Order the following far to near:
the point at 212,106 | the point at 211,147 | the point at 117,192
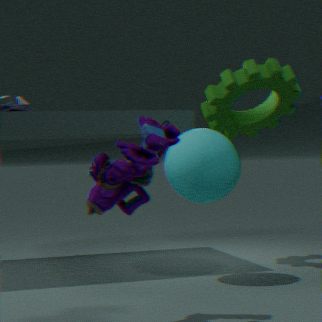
the point at 212,106, the point at 211,147, the point at 117,192
